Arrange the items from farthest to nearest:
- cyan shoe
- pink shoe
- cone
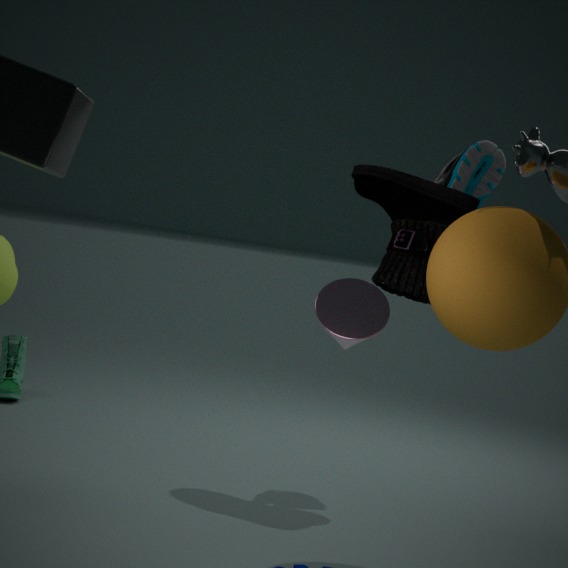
cyan shoe
pink shoe
cone
